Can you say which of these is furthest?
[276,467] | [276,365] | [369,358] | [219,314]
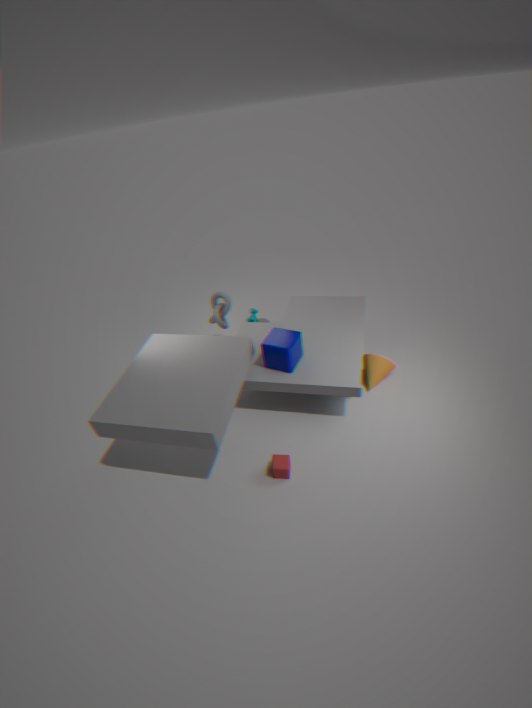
[219,314]
